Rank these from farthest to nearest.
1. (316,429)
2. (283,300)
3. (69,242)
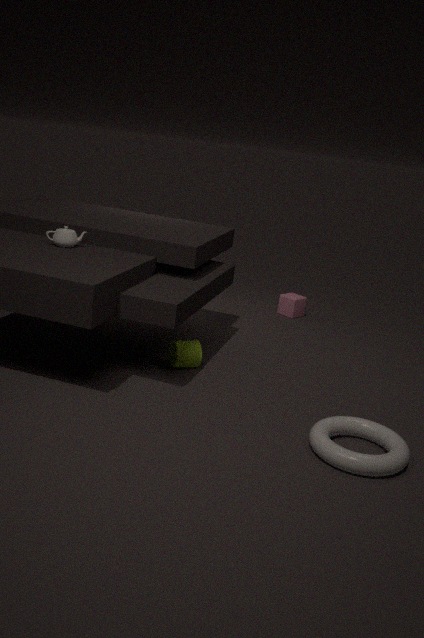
(283,300)
(69,242)
(316,429)
